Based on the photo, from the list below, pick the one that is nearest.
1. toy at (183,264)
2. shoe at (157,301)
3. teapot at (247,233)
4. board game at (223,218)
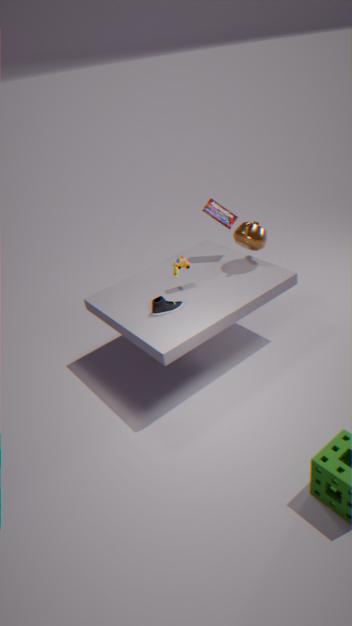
shoe at (157,301)
